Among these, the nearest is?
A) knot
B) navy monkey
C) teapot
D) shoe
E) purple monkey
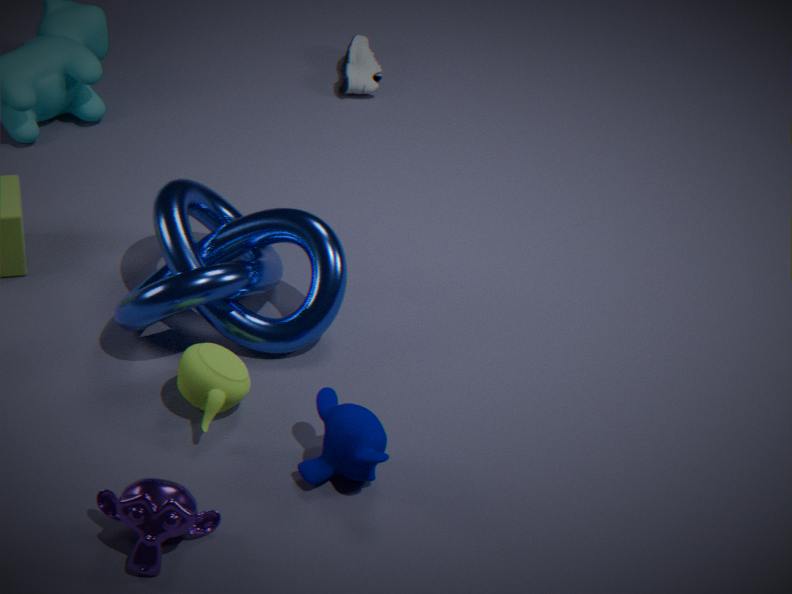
purple monkey
